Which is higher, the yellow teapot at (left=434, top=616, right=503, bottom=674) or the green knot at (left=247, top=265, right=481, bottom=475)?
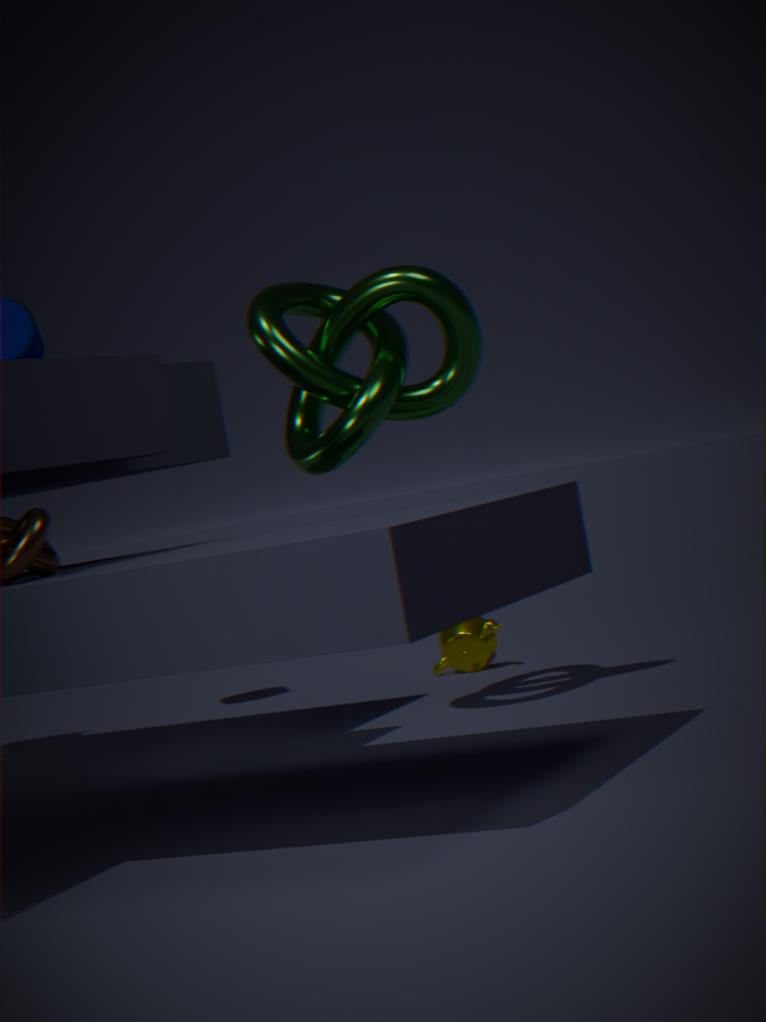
the green knot at (left=247, top=265, right=481, bottom=475)
